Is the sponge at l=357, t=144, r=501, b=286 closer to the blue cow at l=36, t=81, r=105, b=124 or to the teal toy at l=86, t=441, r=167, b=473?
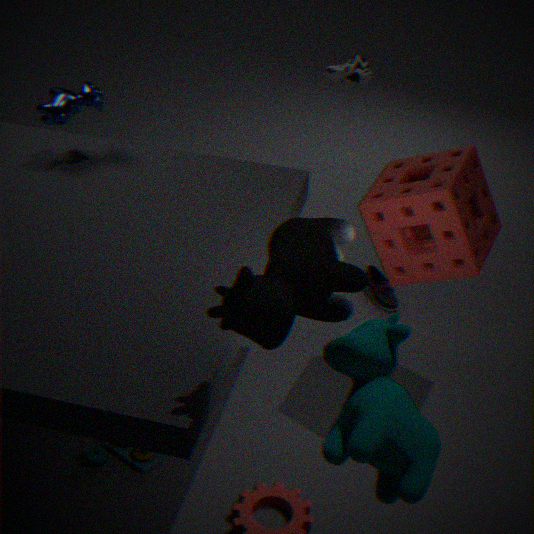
the teal toy at l=86, t=441, r=167, b=473
